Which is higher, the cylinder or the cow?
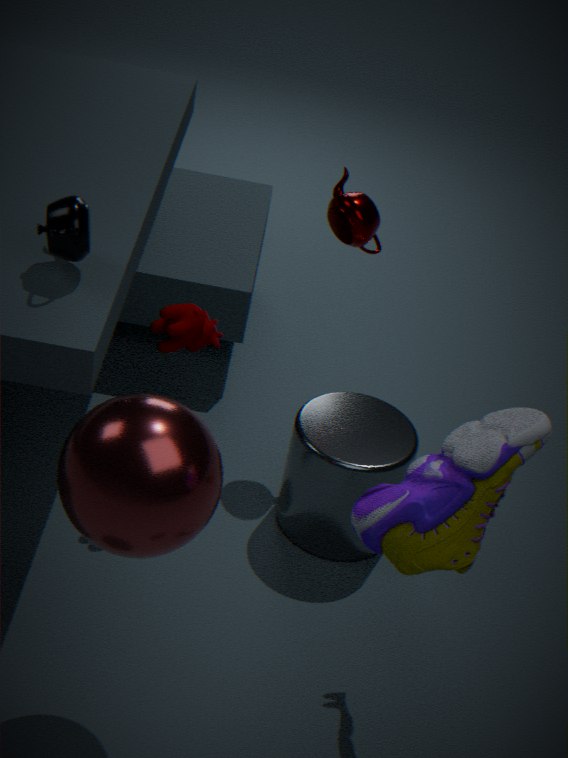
the cow
